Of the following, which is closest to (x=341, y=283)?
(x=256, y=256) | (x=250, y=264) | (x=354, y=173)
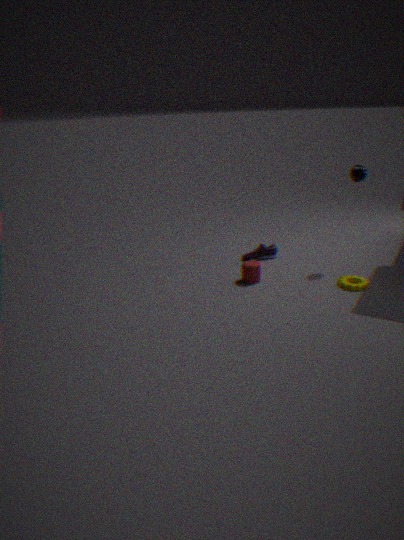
(x=250, y=264)
